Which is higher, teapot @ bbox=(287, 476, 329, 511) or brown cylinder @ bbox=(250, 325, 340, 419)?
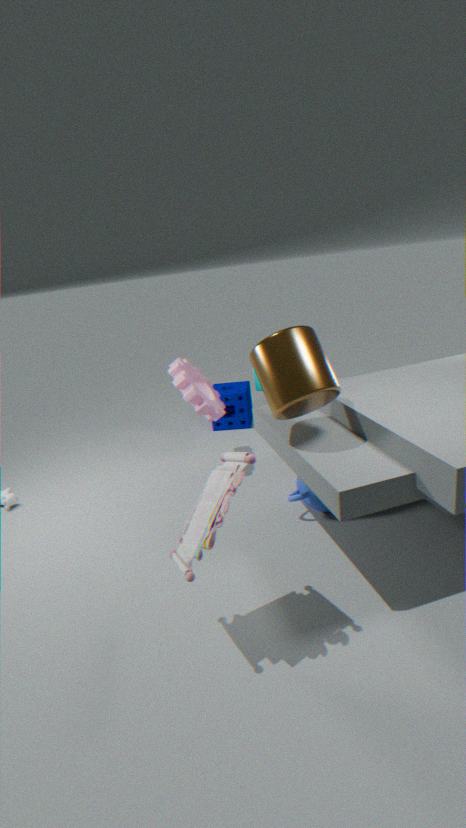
brown cylinder @ bbox=(250, 325, 340, 419)
